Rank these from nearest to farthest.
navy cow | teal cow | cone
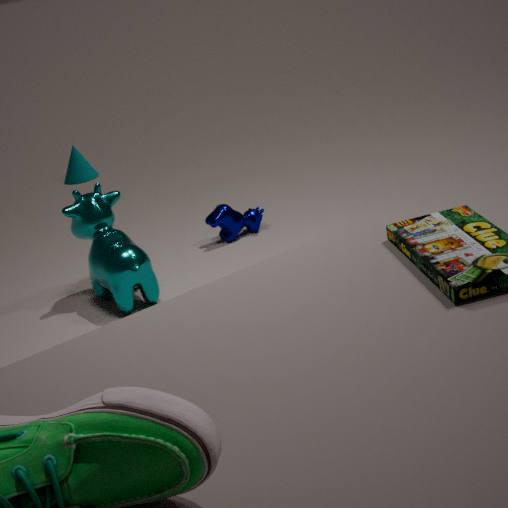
teal cow, navy cow, cone
